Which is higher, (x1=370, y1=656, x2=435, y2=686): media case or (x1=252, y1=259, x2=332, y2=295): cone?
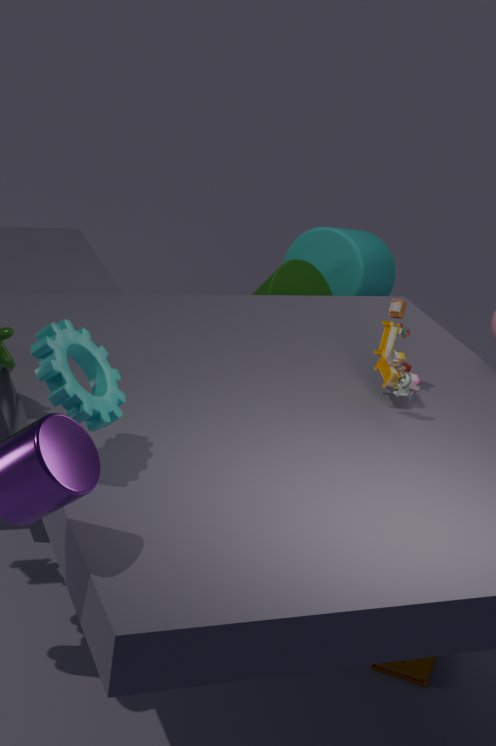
(x1=252, y1=259, x2=332, y2=295): cone
